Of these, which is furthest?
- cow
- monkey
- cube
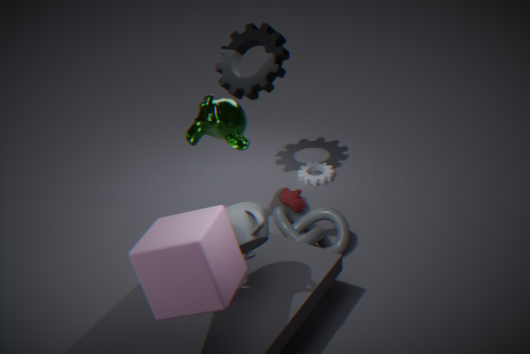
cow
